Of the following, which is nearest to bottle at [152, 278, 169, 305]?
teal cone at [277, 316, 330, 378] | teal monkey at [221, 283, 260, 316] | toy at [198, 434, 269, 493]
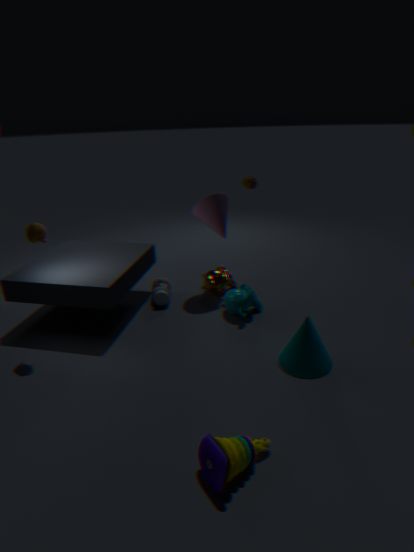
teal monkey at [221, 283, 260, 316]
